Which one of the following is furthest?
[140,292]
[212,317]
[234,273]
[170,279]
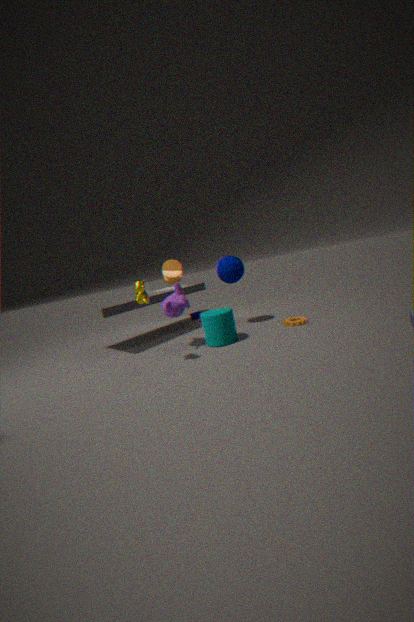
[170,279]
